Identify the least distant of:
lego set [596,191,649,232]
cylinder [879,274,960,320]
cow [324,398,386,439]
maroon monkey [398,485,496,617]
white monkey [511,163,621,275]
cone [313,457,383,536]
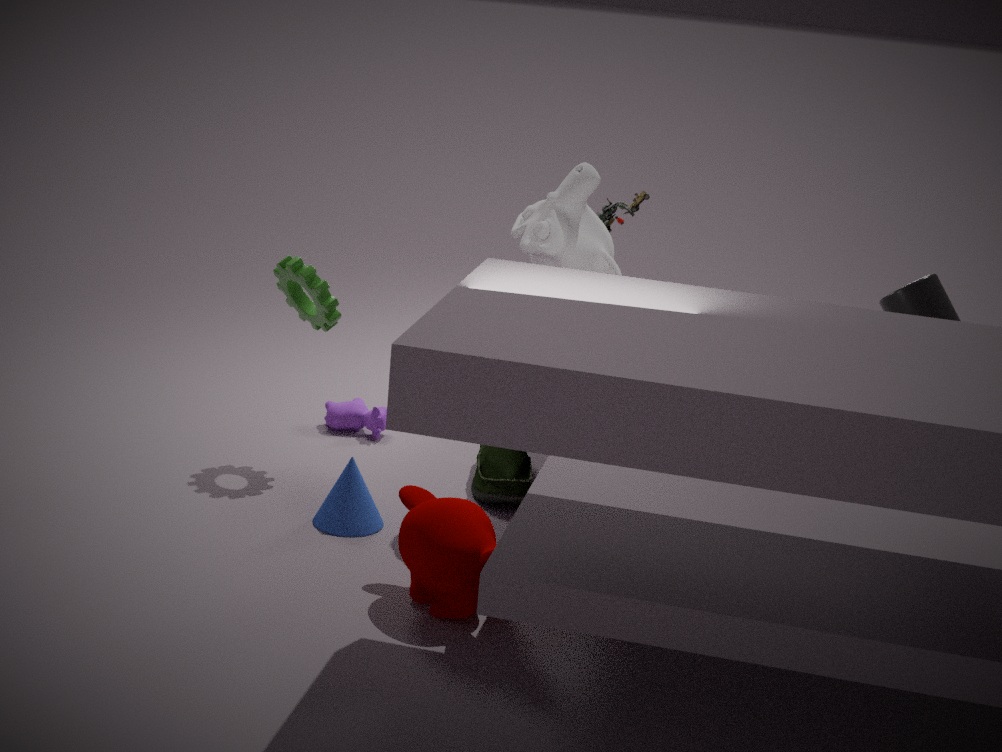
maroon monkey [398,485,496,617]
